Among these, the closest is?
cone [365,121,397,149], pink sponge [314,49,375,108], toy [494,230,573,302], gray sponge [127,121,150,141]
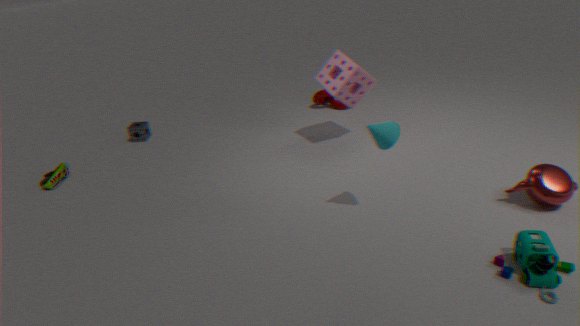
toy [494,230,573,302]
